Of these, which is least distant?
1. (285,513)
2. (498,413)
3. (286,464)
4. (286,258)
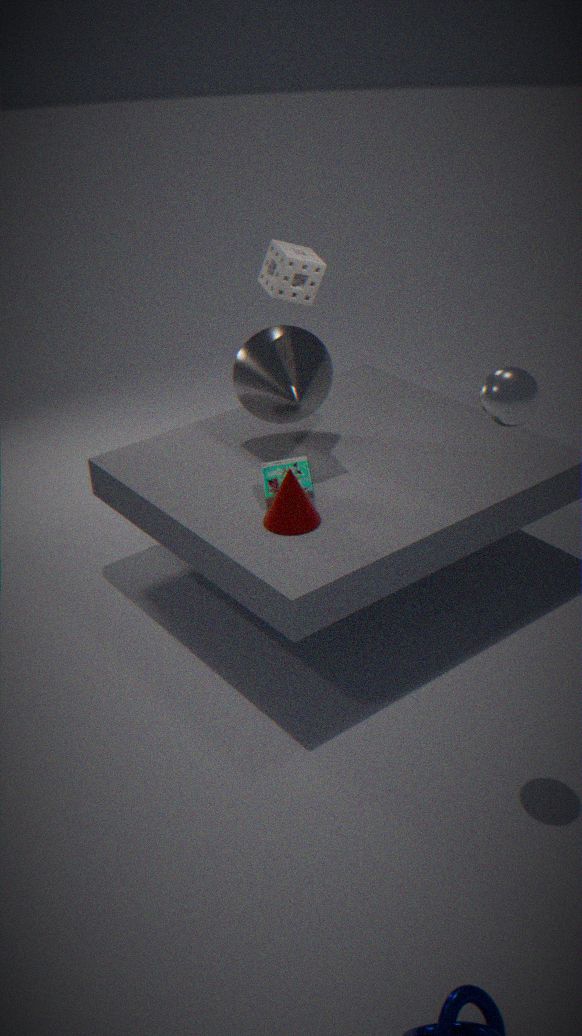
(498,413)
